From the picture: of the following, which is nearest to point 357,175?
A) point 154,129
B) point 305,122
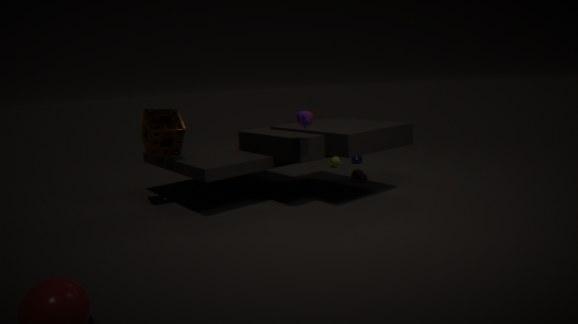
point 305,122
